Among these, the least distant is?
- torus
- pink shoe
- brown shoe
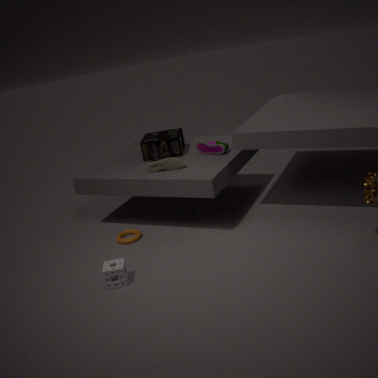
brown shoe
